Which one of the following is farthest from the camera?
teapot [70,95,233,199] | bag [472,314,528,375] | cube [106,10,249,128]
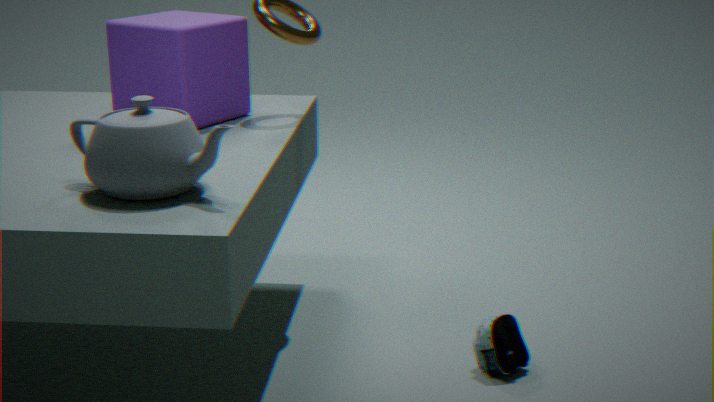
cube [106,10,249,128]
